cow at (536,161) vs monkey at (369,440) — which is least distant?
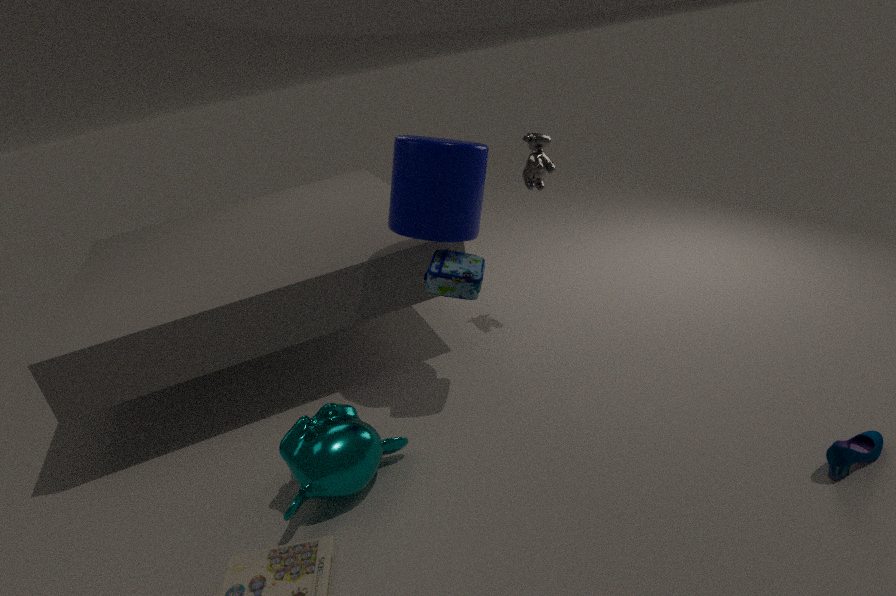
monkey at (369,440)
